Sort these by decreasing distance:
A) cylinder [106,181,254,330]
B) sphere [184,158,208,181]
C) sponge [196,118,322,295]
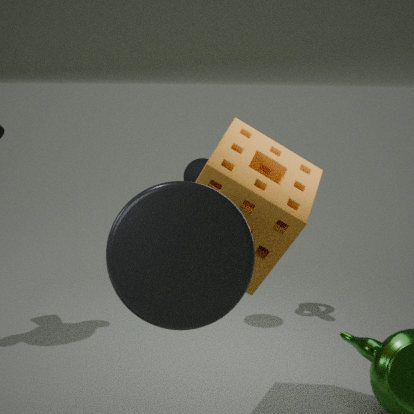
B. sphere [184,158,208,181]
C. sponge [196,118,322,295]
A. cylinder [106,181,254,330]
